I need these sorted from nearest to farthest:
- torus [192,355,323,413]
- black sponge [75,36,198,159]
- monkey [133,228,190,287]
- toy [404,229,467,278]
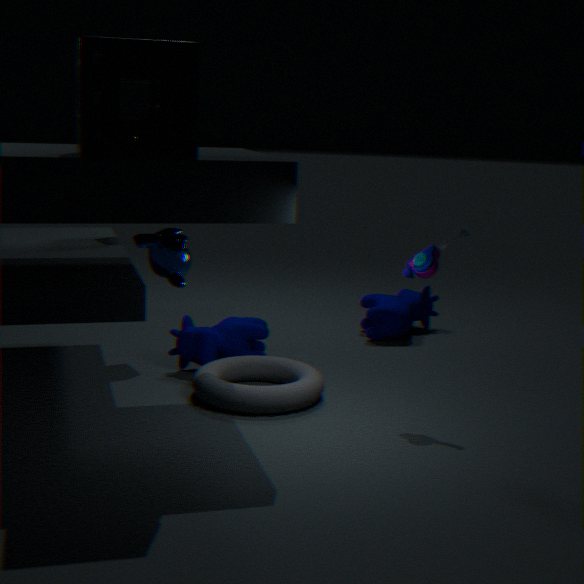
black sponge [75,36,198,159] → monkey [133,228,190,287] → toy [404,229,467,278] → torus [192,355,323,413]
